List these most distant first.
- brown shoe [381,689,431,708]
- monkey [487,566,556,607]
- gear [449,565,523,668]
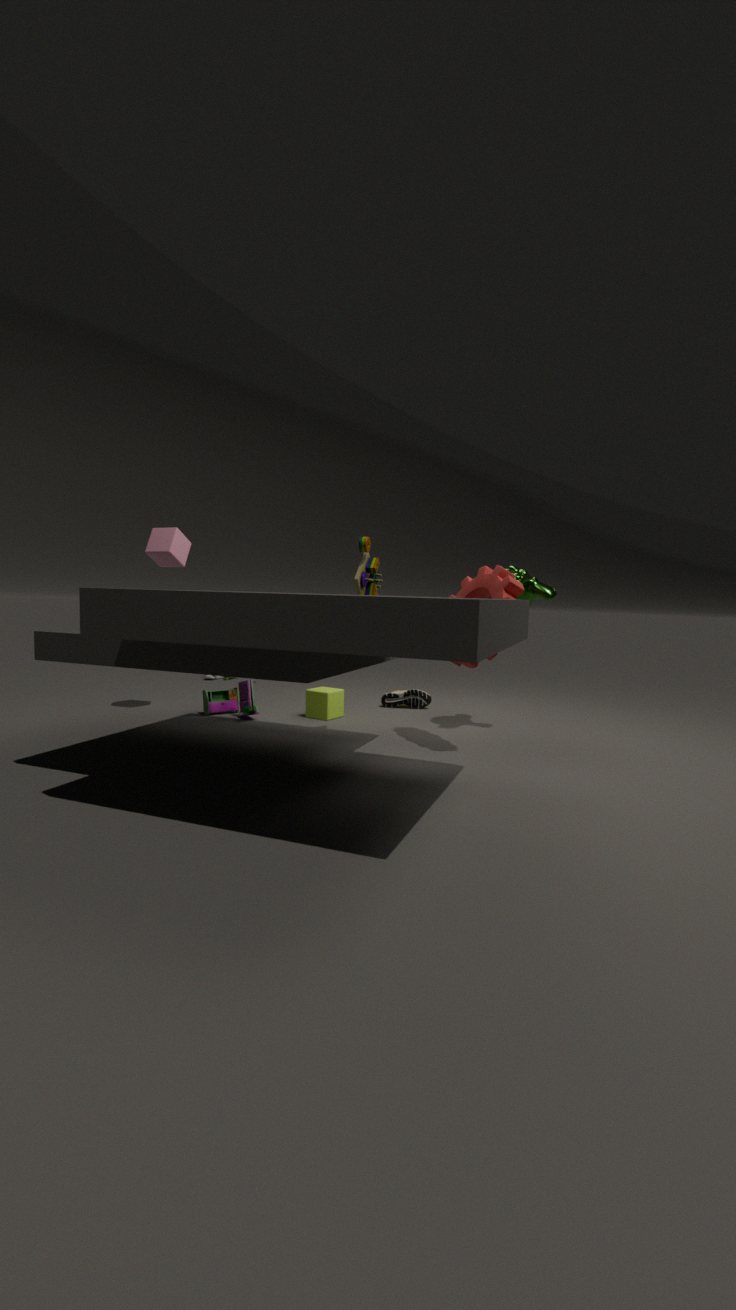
1. brown shoe [381,689,431,708]
2. monkey [487,566,556,607]
3. gear [449,565,523,668]
